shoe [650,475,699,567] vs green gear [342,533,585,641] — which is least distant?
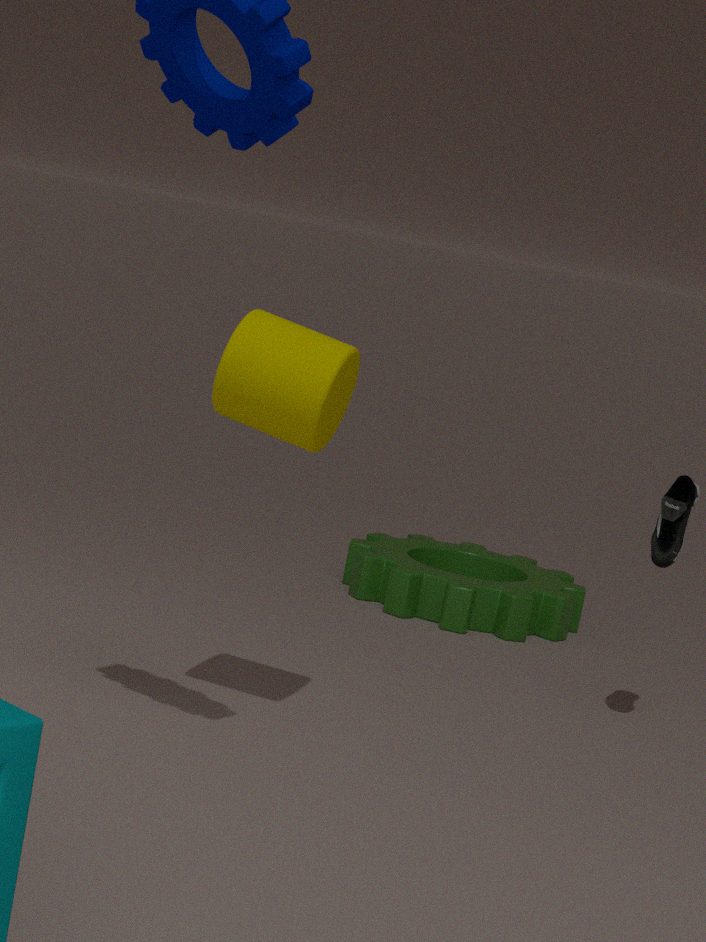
shoe [650,475,699,567]
